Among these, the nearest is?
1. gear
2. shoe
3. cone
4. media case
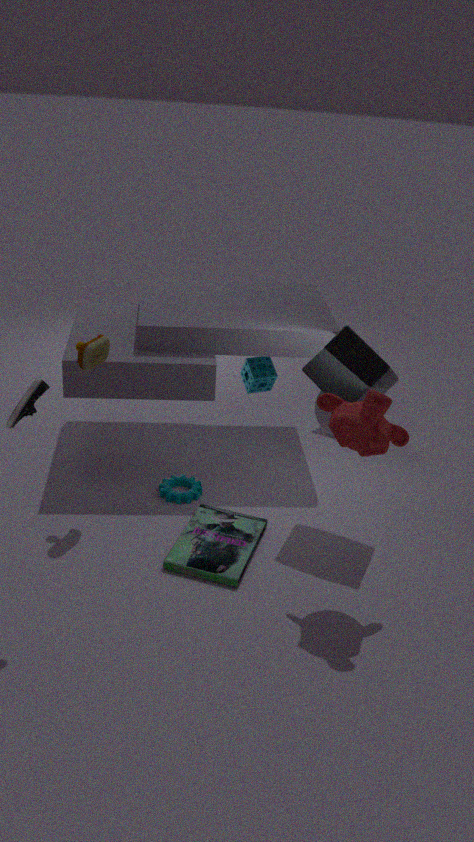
shoe
